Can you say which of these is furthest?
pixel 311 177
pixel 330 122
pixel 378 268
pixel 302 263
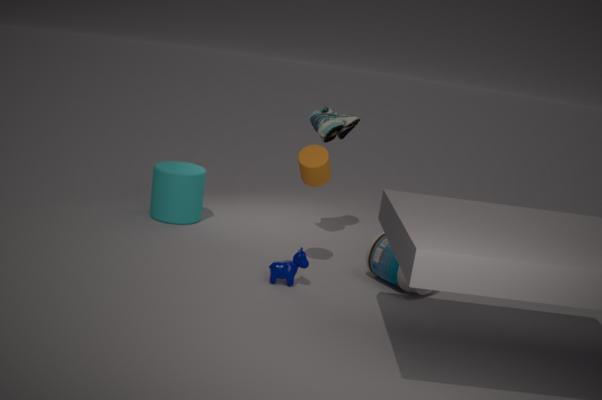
pixel 330 122
